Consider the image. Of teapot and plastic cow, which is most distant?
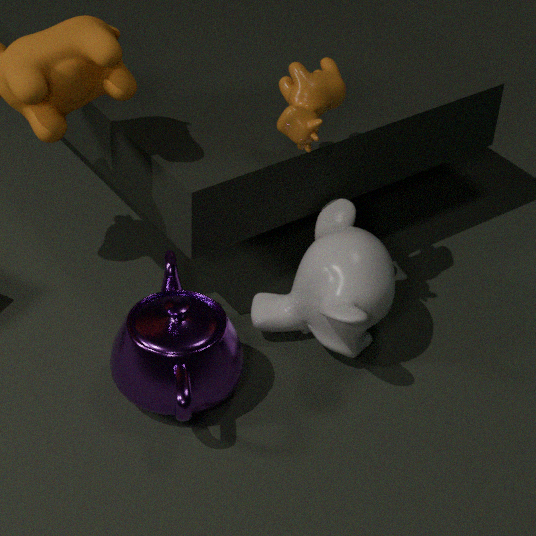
plastic cow
